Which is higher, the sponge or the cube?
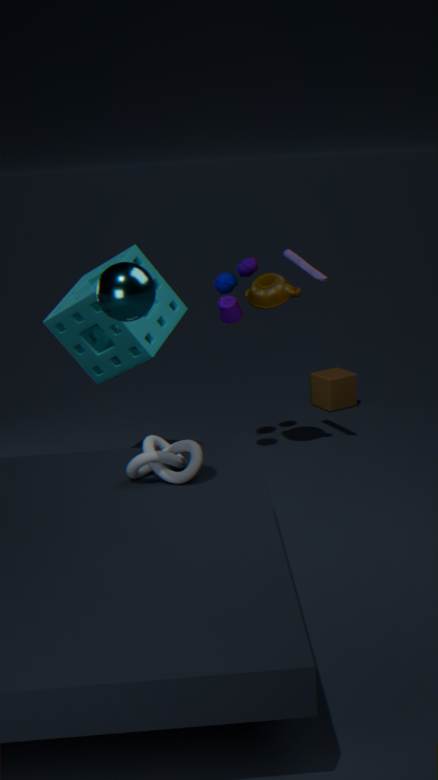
the sponge
